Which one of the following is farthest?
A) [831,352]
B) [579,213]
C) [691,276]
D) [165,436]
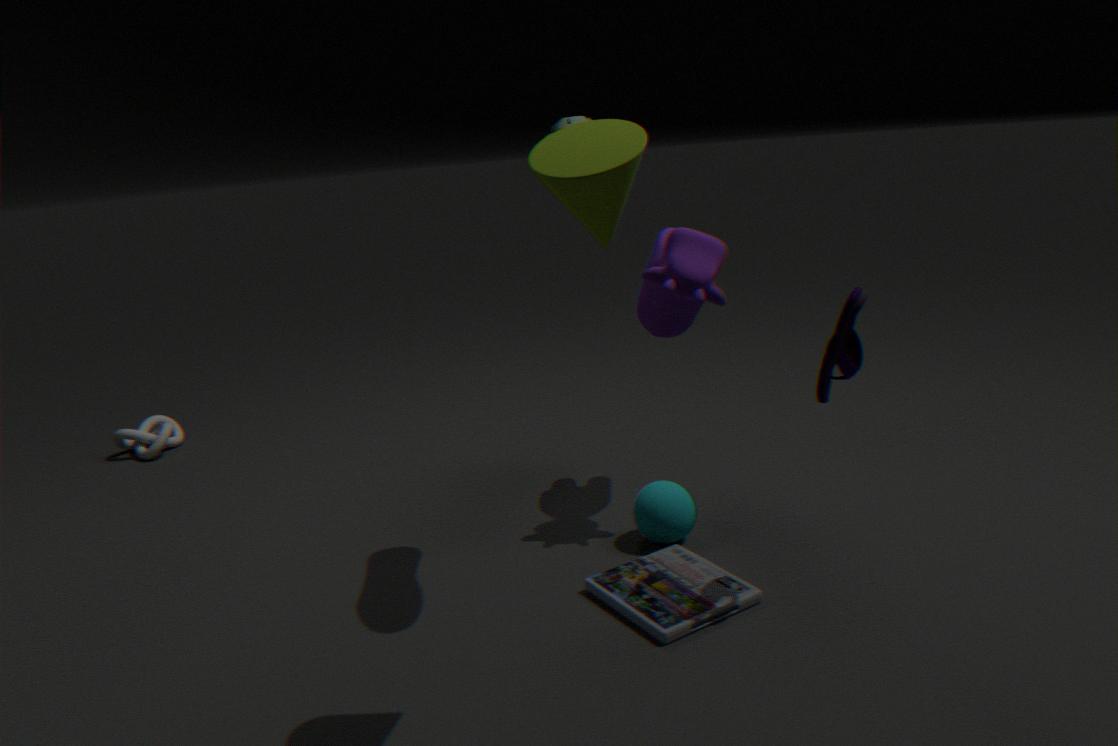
[165,436]
